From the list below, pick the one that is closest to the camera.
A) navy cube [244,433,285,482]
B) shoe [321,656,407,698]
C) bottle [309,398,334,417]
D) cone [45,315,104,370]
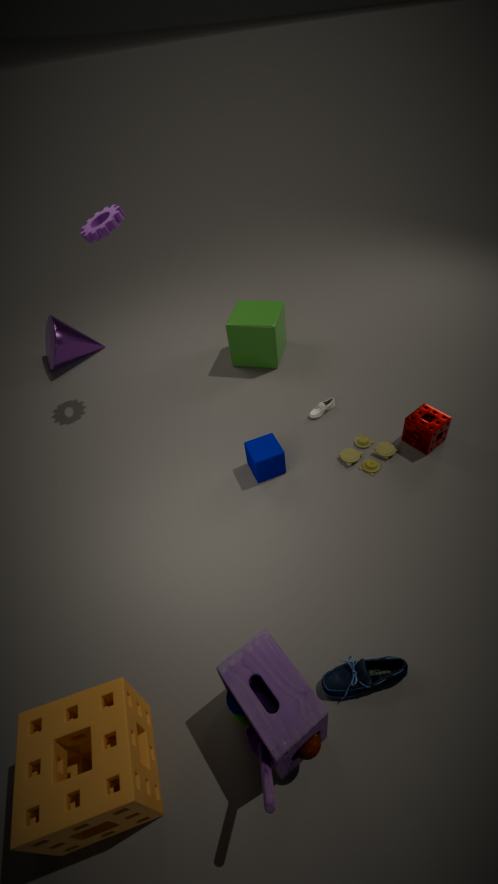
shoe [321,656,407,698]
